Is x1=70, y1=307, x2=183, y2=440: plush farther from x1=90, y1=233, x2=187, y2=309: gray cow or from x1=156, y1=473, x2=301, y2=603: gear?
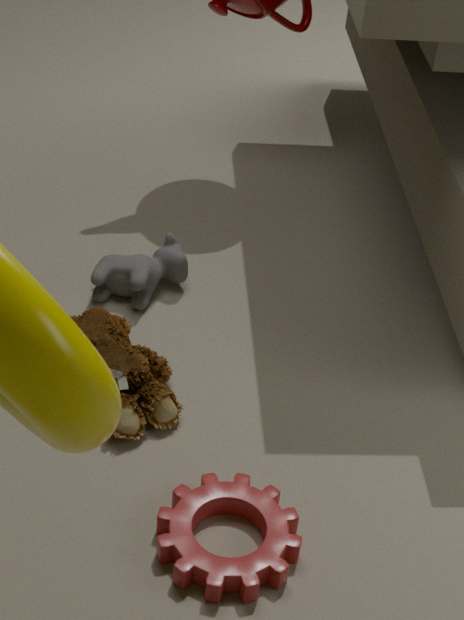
x1=156, y1=473, x2=301, y2=603: gear
